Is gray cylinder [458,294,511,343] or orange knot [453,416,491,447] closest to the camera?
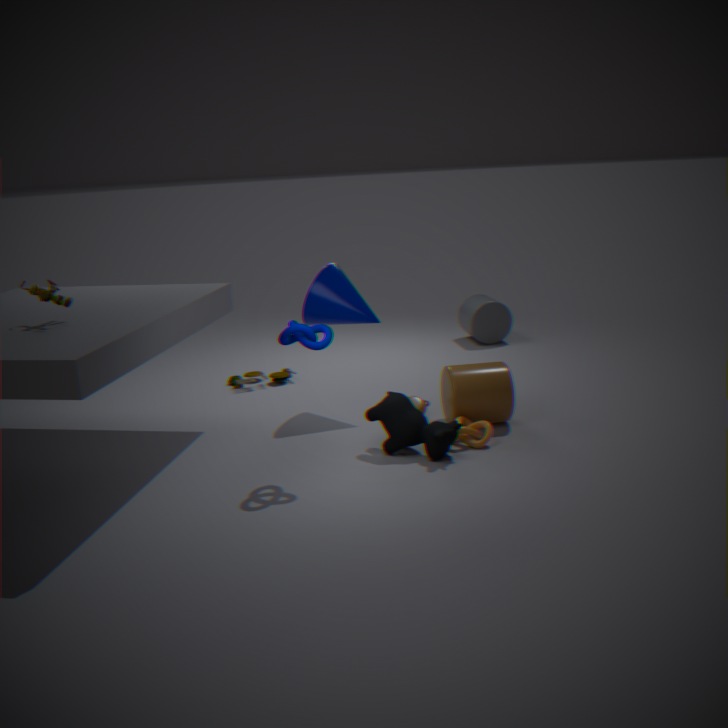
orange knot [453,416,491,447]
